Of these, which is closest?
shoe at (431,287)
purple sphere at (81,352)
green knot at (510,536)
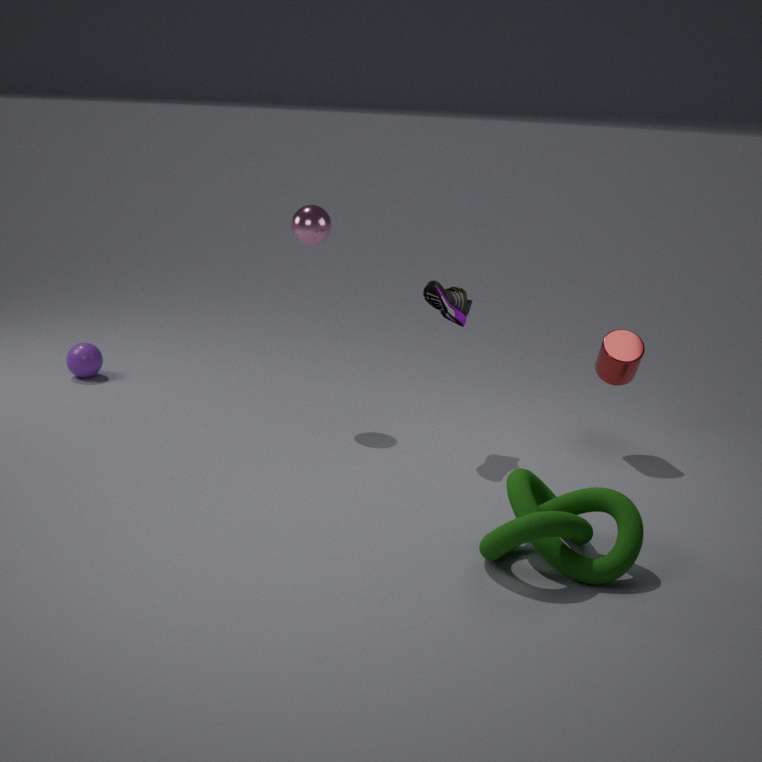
green knot at (510,536)
